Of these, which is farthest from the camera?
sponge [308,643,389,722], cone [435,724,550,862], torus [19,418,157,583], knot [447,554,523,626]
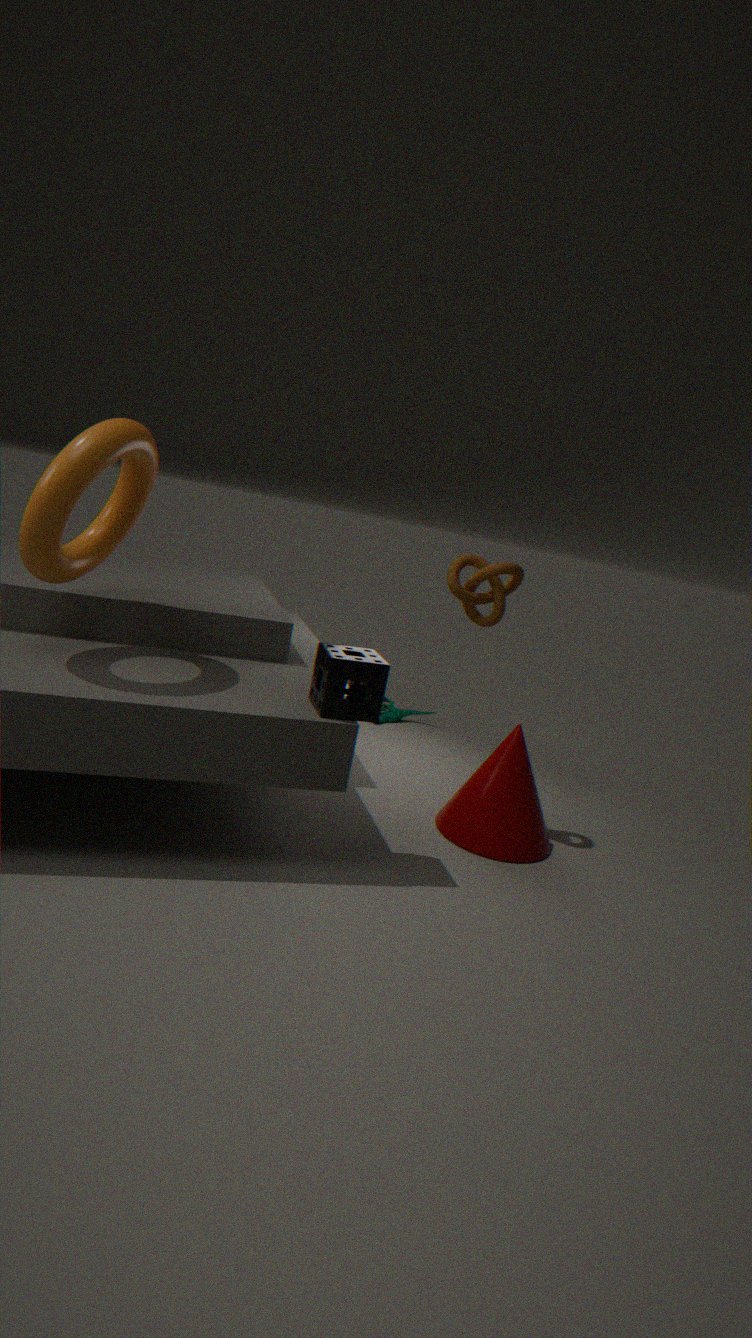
cone [435,724,550,862]
